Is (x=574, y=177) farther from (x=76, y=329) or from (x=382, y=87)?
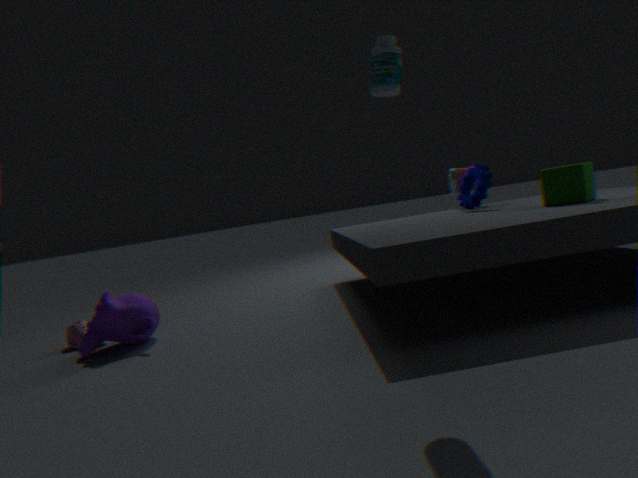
(x=76, y=329)
